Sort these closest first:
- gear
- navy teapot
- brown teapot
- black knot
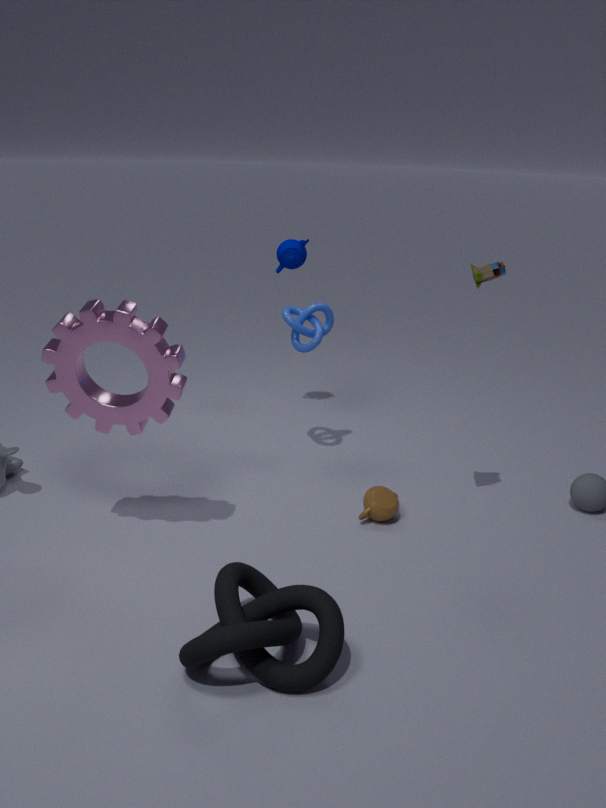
black knot → gear → brown teapot → navy teapot
